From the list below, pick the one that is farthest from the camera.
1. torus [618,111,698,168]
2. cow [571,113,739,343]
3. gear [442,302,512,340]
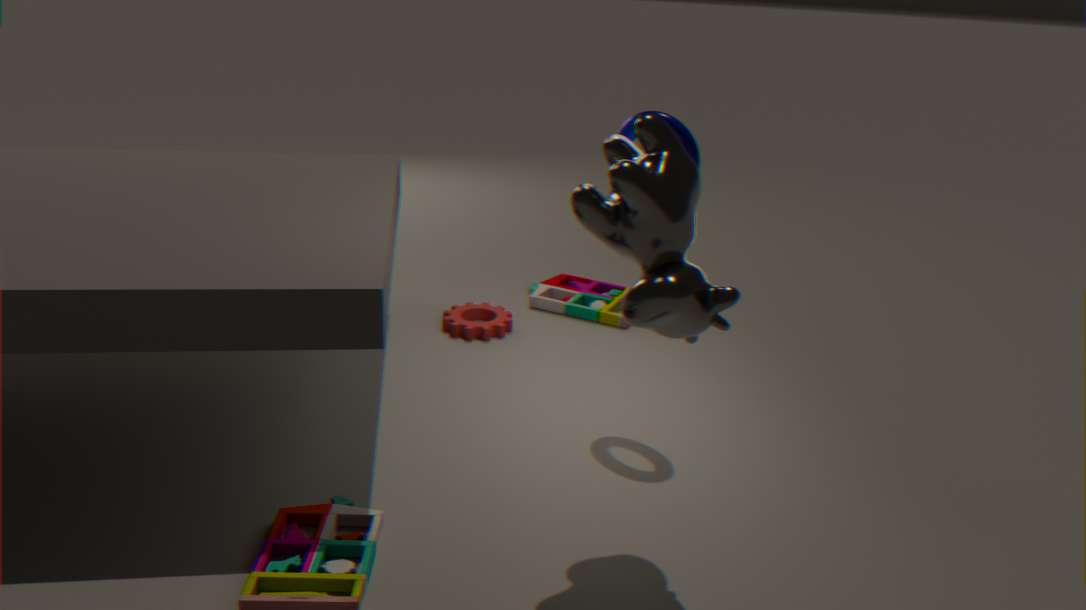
A: gear [442,302,512,340]
